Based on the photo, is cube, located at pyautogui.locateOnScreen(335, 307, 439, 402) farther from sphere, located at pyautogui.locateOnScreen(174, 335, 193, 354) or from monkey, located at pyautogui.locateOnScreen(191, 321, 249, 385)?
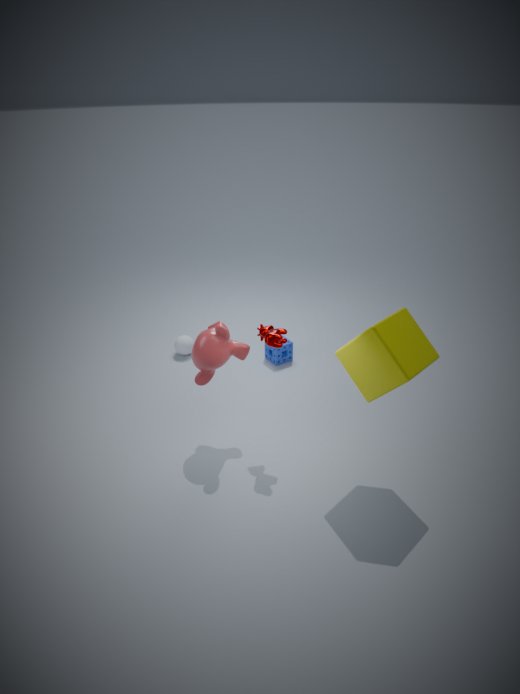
sphere, located at pyautogui.locateOnScreen(174, 335, 193, 354)
